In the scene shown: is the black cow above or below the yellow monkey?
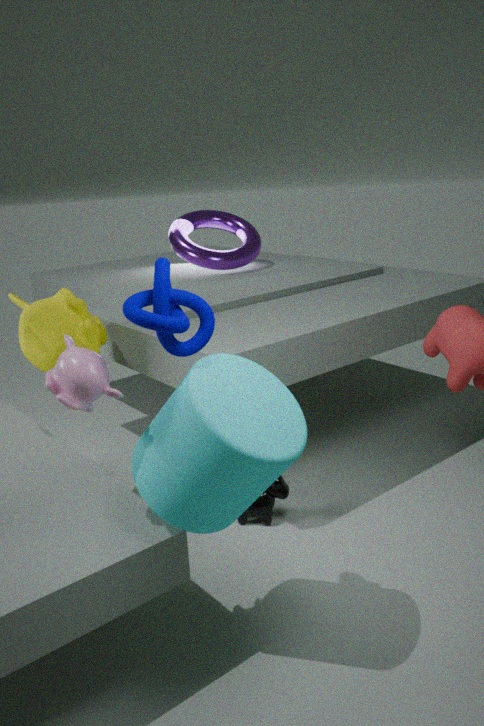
below
